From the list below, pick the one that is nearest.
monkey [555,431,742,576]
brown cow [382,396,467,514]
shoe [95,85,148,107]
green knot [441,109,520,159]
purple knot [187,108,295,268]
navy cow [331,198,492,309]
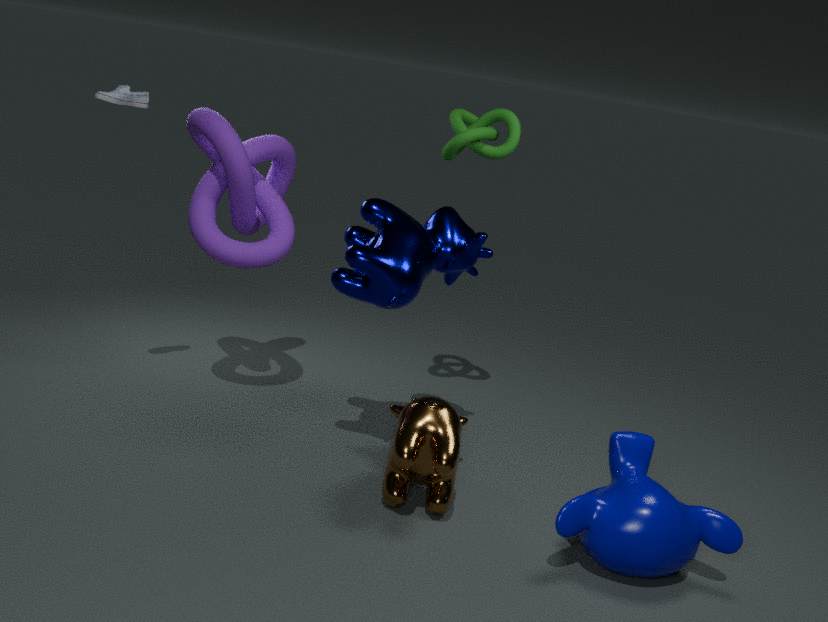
monkey [555,431,742,576]
